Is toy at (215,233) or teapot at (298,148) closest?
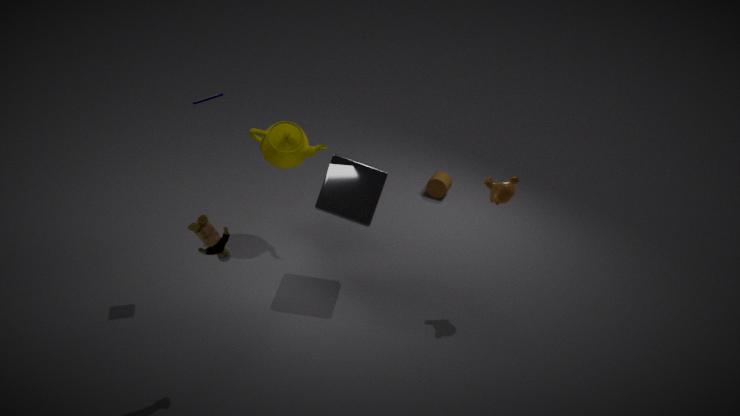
toy at (215,233)
